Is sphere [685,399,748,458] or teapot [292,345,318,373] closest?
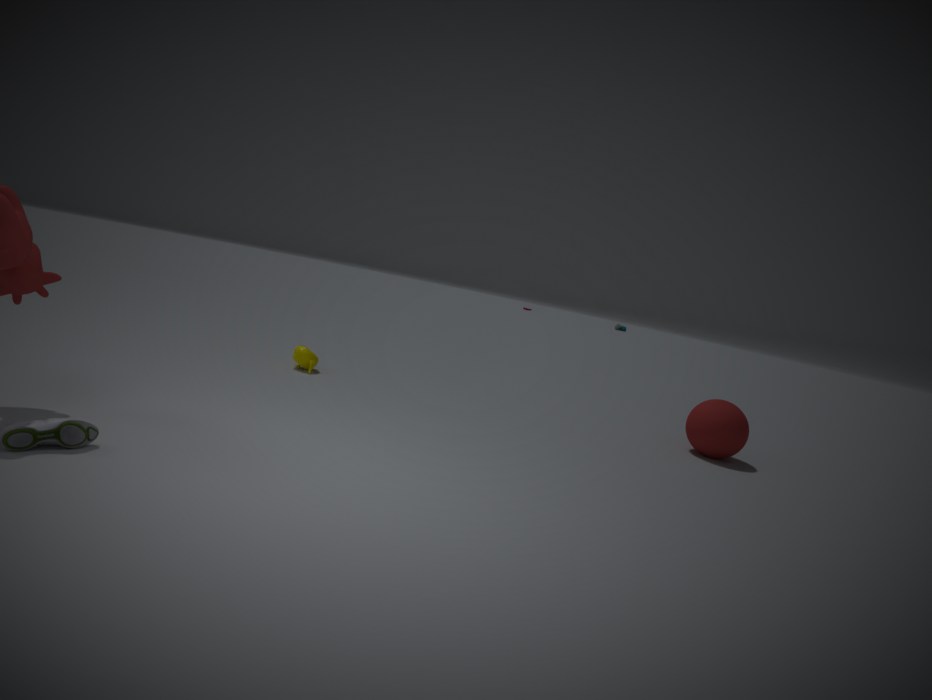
sphere [685,399,748,458]
